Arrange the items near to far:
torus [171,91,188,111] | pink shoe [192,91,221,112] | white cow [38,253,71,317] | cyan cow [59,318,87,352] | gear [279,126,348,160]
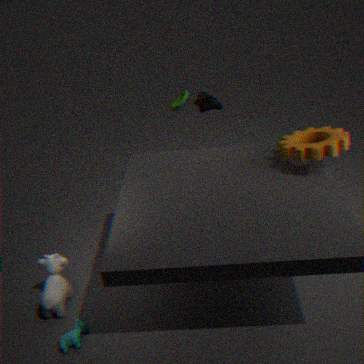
1. cyan cow [59,318,87,352]
2. gear [279,126,348,160]
3. white cow [38,253,71,317]
4. pink shoe [192,91,221,112]
5. torus [171,91,188,111]
